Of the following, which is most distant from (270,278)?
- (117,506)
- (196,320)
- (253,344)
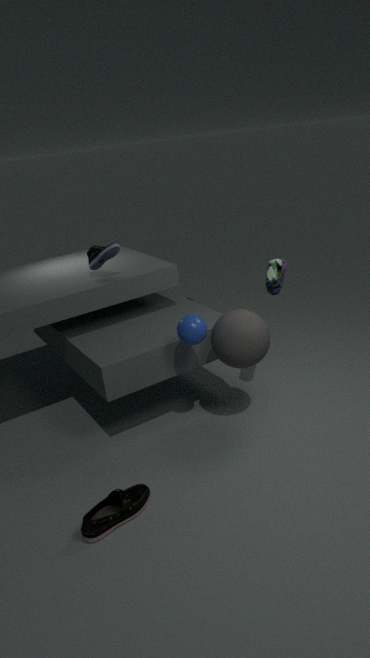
(117,506)
